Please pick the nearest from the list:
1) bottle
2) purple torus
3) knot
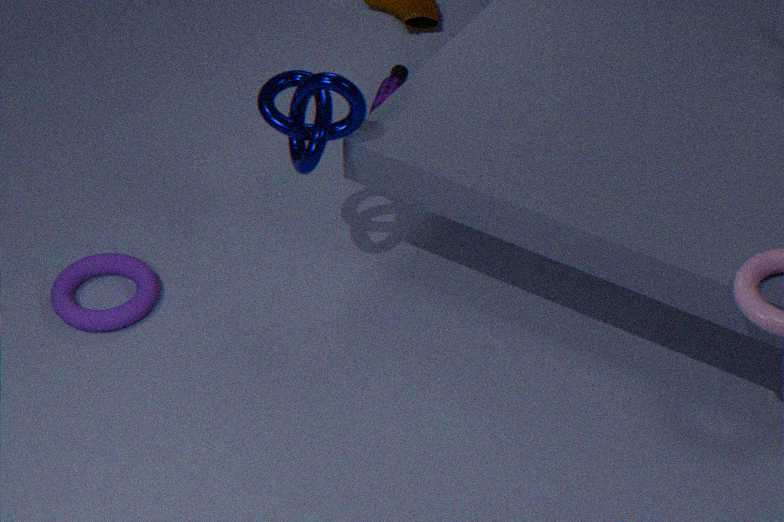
3
